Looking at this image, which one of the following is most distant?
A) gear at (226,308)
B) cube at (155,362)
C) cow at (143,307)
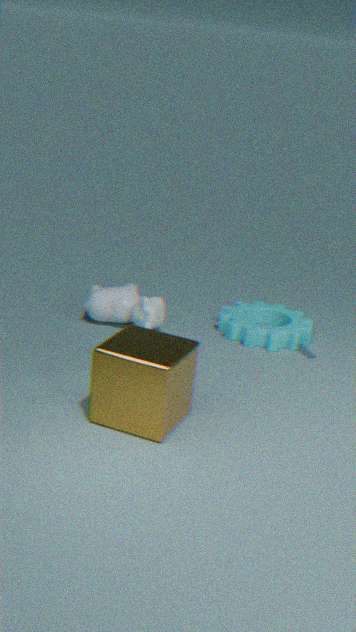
gear at (226,308)
